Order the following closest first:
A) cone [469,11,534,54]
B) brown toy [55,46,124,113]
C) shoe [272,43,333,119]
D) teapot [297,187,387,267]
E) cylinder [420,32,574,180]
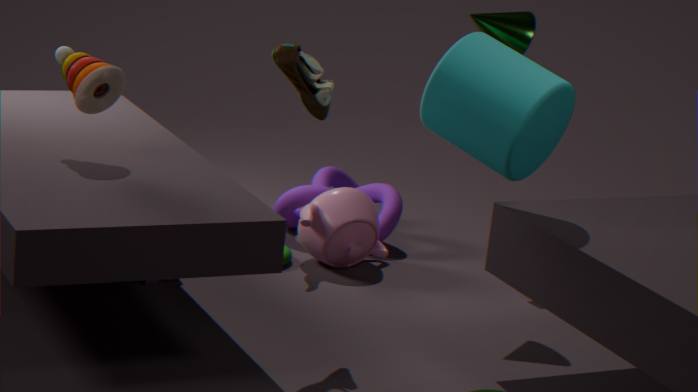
cylinder [420,32,574,180]
shoe [272,43,333,119]
brown toy [55,46,124,113]
cone [469,11,534,54]
teapot [297,187,387,267]
